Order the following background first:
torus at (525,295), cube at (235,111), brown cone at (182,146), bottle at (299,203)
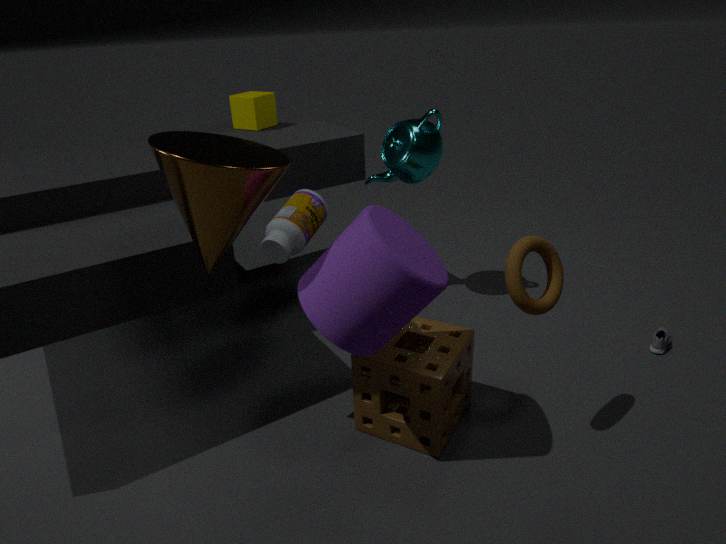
cube at (235,111) < bottle at (299,203) < torus at (525,295) < brown cone at (182,146)
